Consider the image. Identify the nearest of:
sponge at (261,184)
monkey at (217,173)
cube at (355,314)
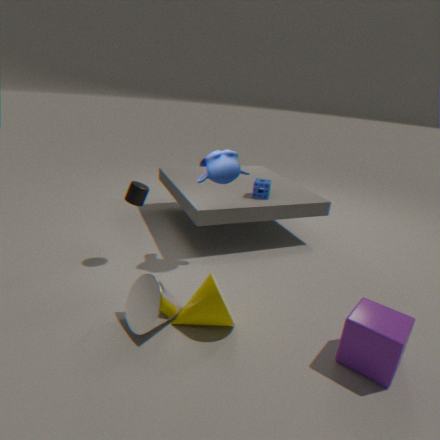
cube at (355,314)
